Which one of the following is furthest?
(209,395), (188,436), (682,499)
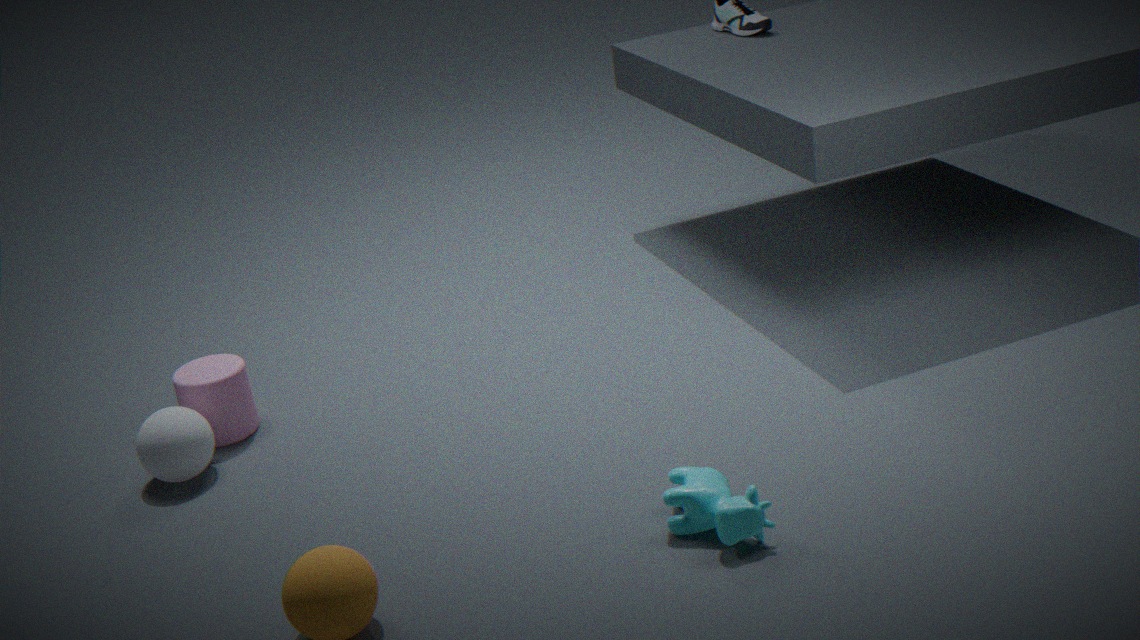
(209,395)
